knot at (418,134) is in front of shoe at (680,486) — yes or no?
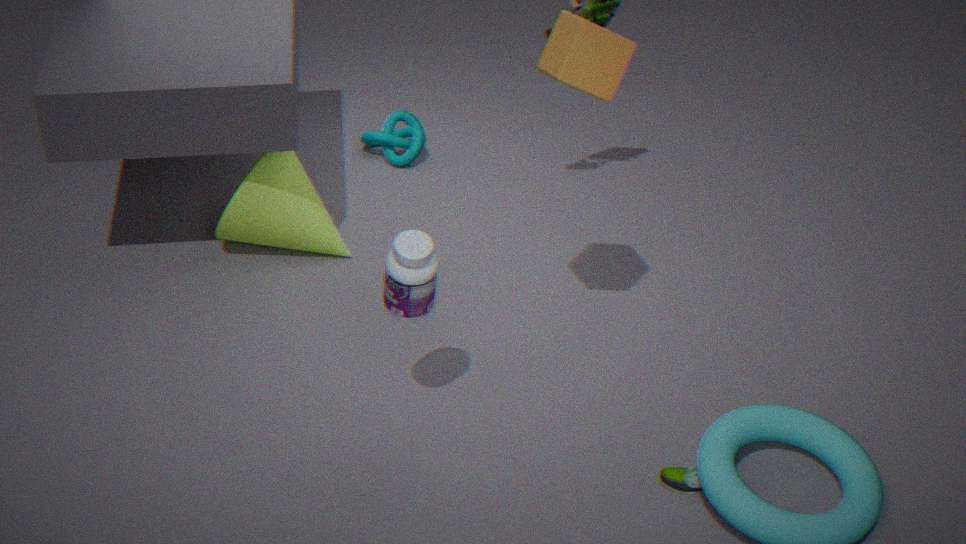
No
